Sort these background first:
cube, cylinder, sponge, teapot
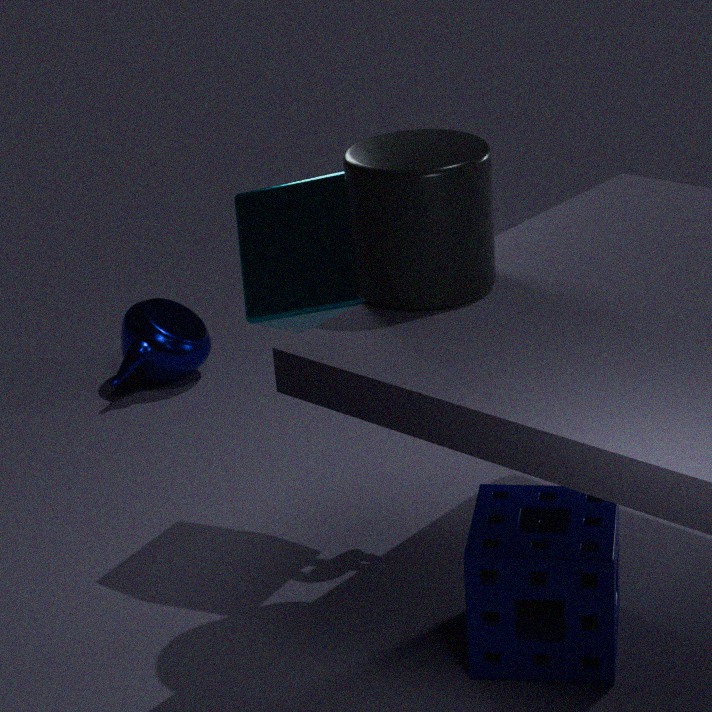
teapot
cube
sponge
cylinder
